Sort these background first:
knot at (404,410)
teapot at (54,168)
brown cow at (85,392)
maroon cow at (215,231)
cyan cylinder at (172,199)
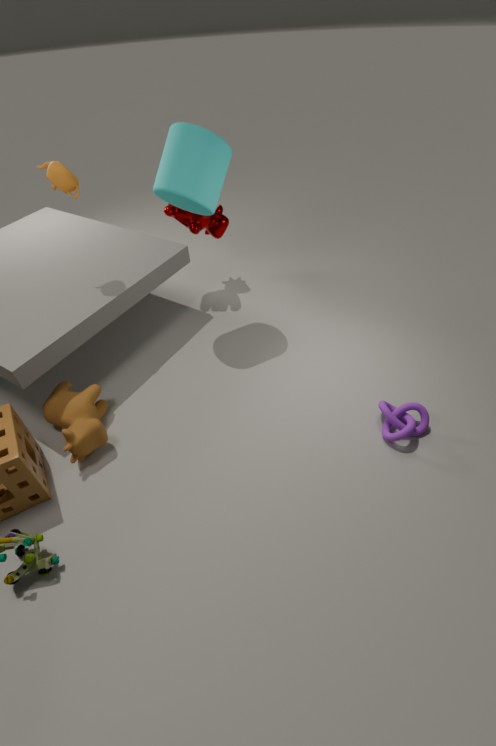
maroon cow at (215,231) → cyan cylinder at (172,199) → teapot at (54,168) → knot at (404,410) → brown cow at (85,392)
